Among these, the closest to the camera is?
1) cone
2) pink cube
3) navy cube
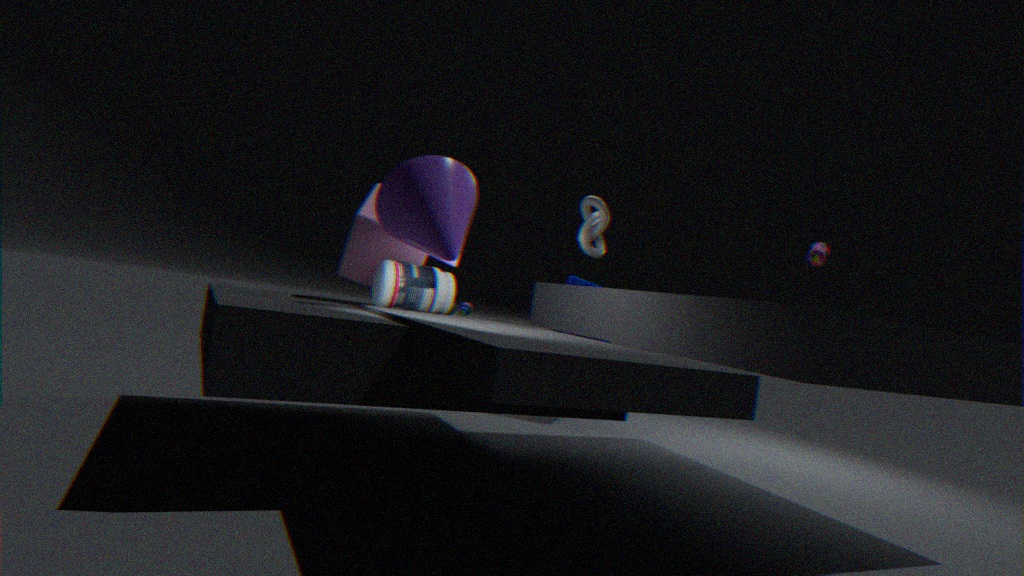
1. cone
